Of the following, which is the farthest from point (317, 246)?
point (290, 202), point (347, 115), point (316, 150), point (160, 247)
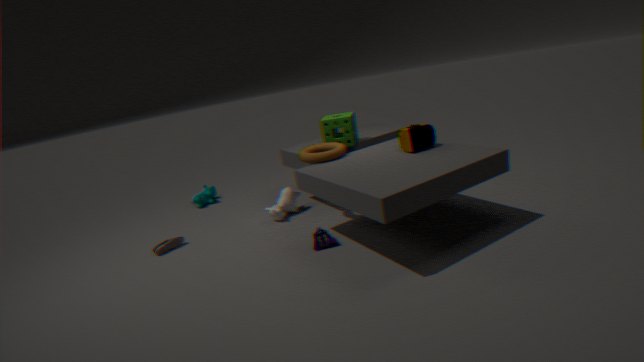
point (160, 247)
